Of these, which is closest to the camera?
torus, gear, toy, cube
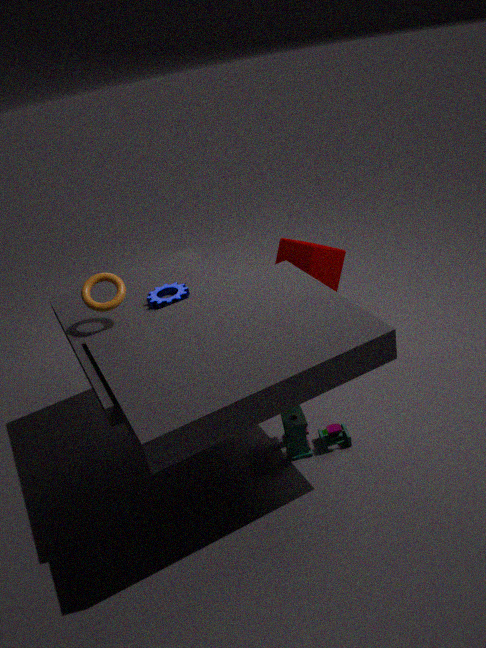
torus
